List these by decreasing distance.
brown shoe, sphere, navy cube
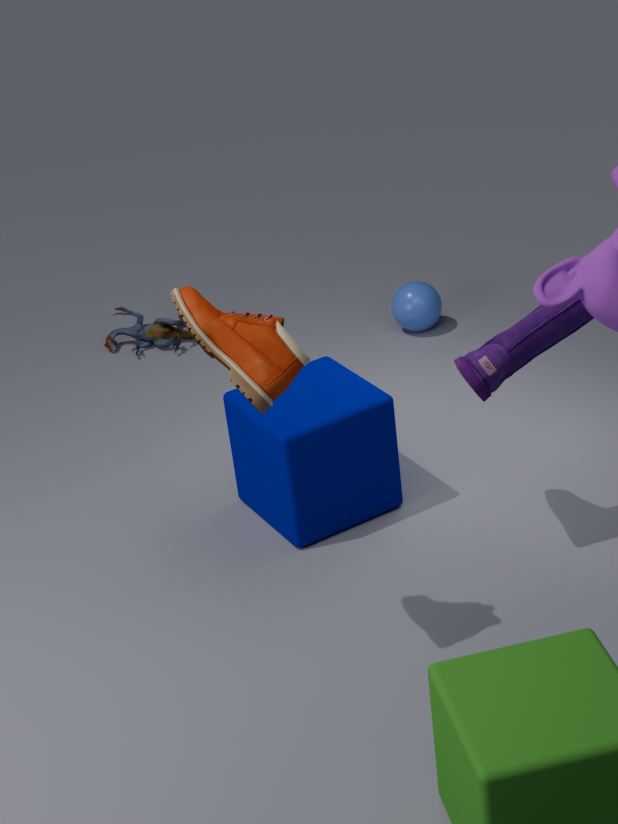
sphere
navy cube
brown shoe
